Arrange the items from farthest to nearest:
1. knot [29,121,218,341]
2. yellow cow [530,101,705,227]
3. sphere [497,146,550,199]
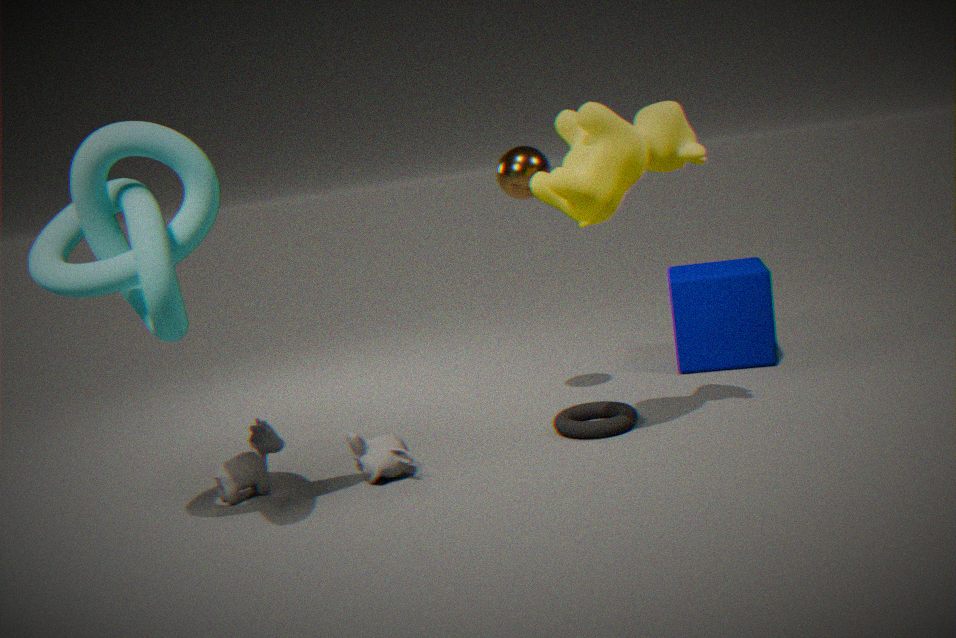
sphere [497,146,550,199]
yellow cow [530,101,705,227]
knot [29,121,218,341]
